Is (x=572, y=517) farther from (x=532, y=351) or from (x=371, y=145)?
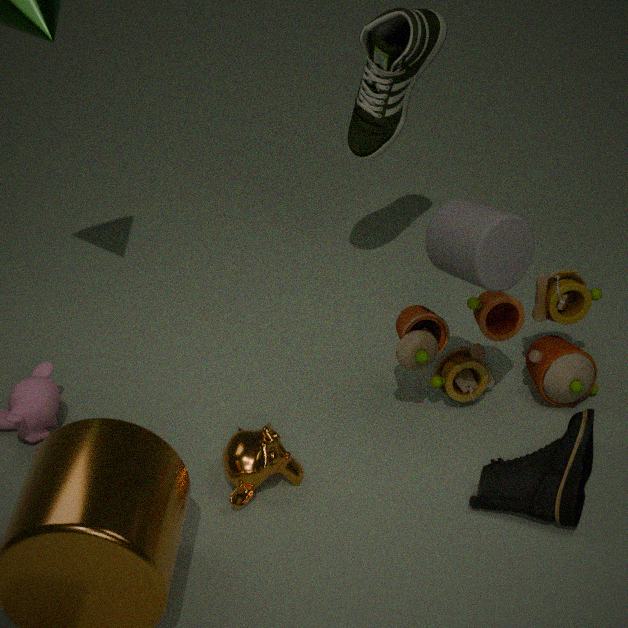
(x=371, y=145)
